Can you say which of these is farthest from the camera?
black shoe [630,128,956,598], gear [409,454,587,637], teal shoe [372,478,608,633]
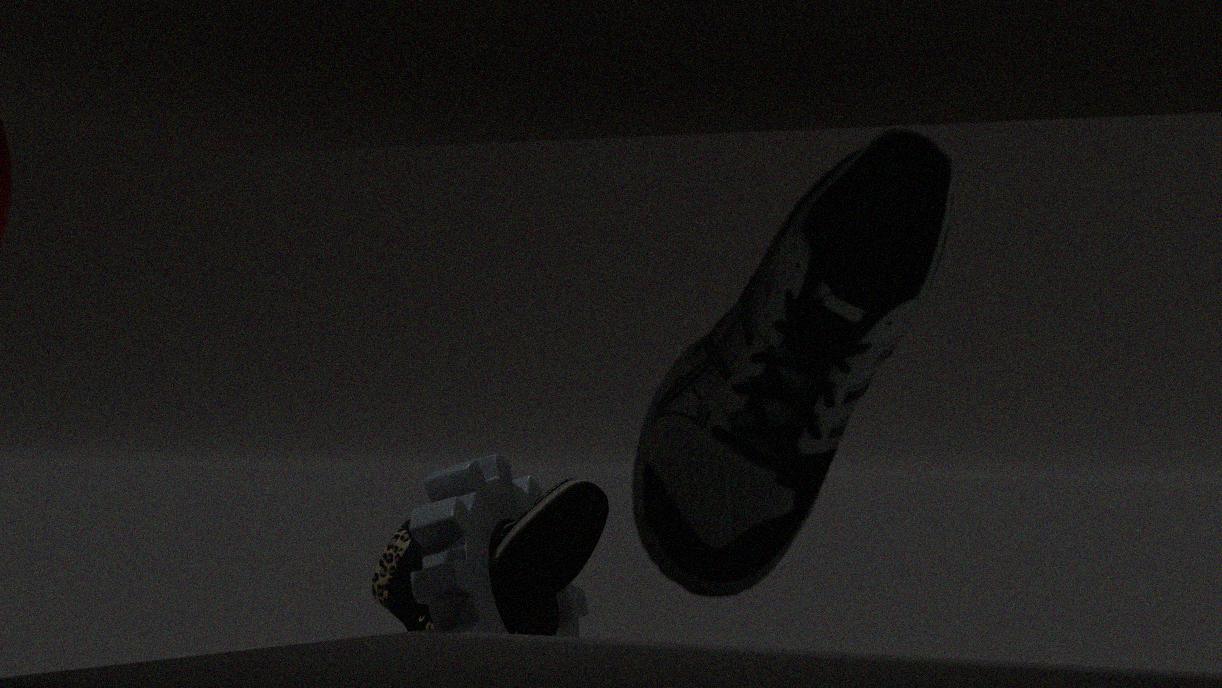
teal shoe [372,478,608,633]
